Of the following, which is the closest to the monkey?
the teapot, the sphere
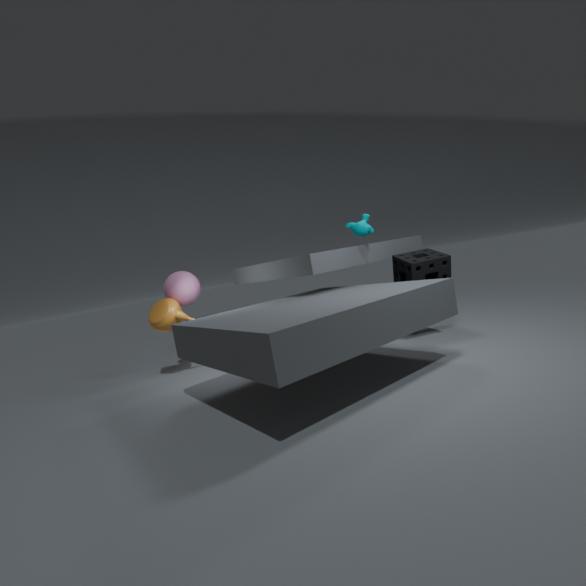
the sphere
